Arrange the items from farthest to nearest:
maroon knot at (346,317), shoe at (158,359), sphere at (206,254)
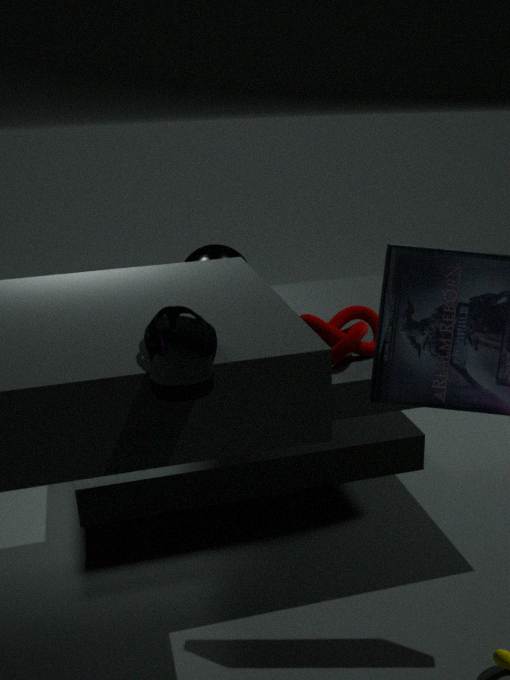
sphere at (206,254), maroon knot at (346,317), shoe at (158,359)
